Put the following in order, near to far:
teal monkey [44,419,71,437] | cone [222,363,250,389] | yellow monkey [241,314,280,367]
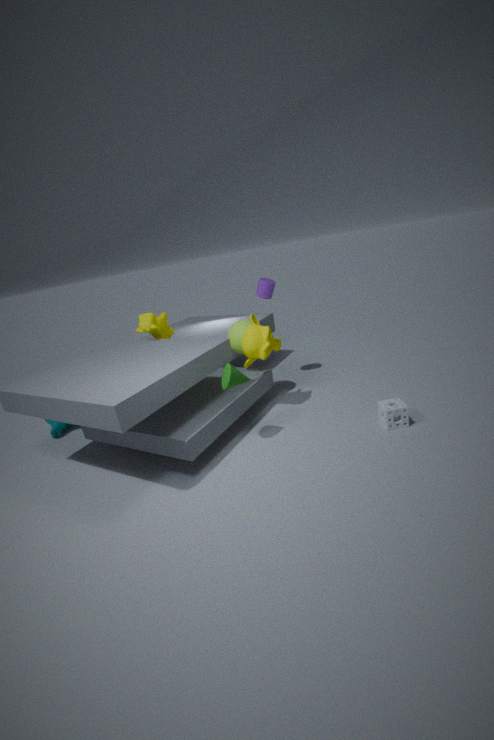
1. cone [222,363,250,389]
2. yellow monkey [241,314,280,367]
3. teal monkey [44,419,71,437]
